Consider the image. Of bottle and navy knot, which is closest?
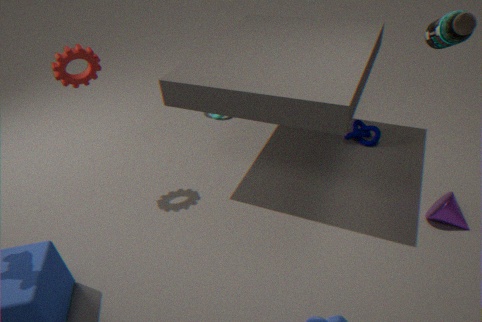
bottle
